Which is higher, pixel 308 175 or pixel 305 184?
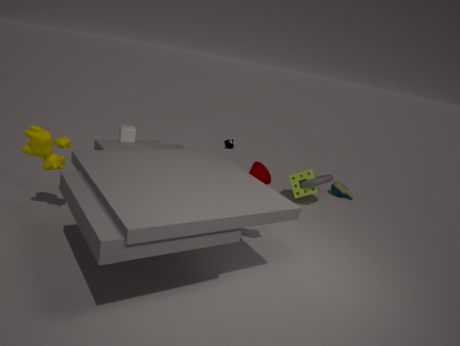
pixel 305 184
